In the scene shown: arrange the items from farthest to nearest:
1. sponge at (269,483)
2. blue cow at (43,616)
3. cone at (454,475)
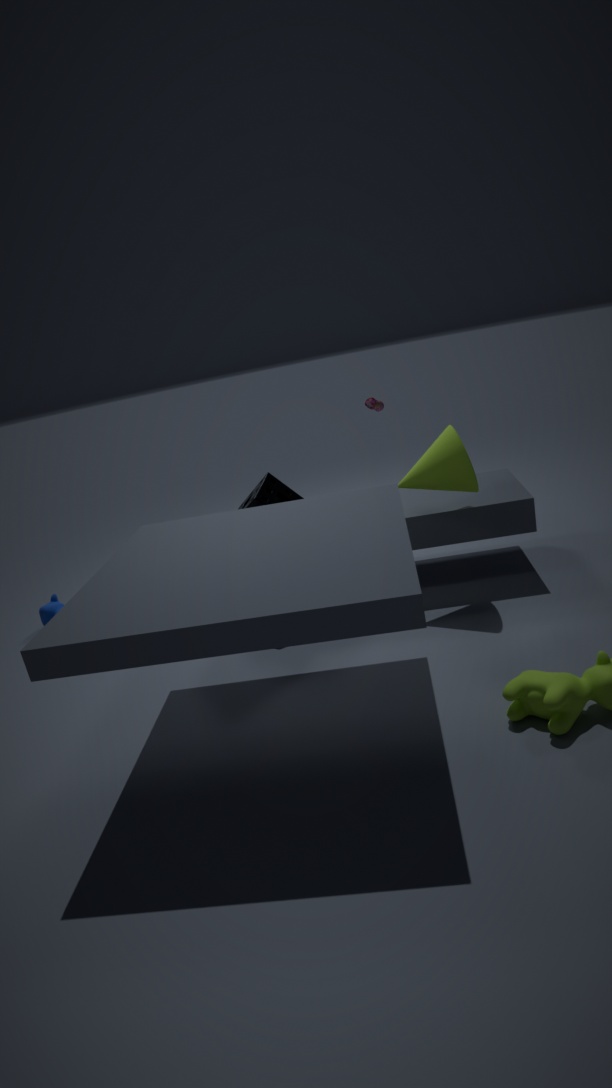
blue cow at (43,616)
sponge at (269,483)
cone at (454,475)
